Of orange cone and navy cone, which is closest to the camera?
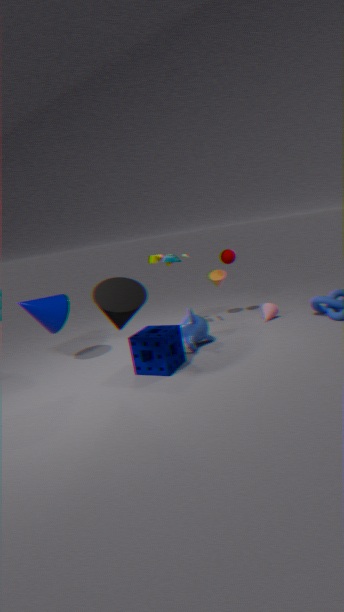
navy cone
